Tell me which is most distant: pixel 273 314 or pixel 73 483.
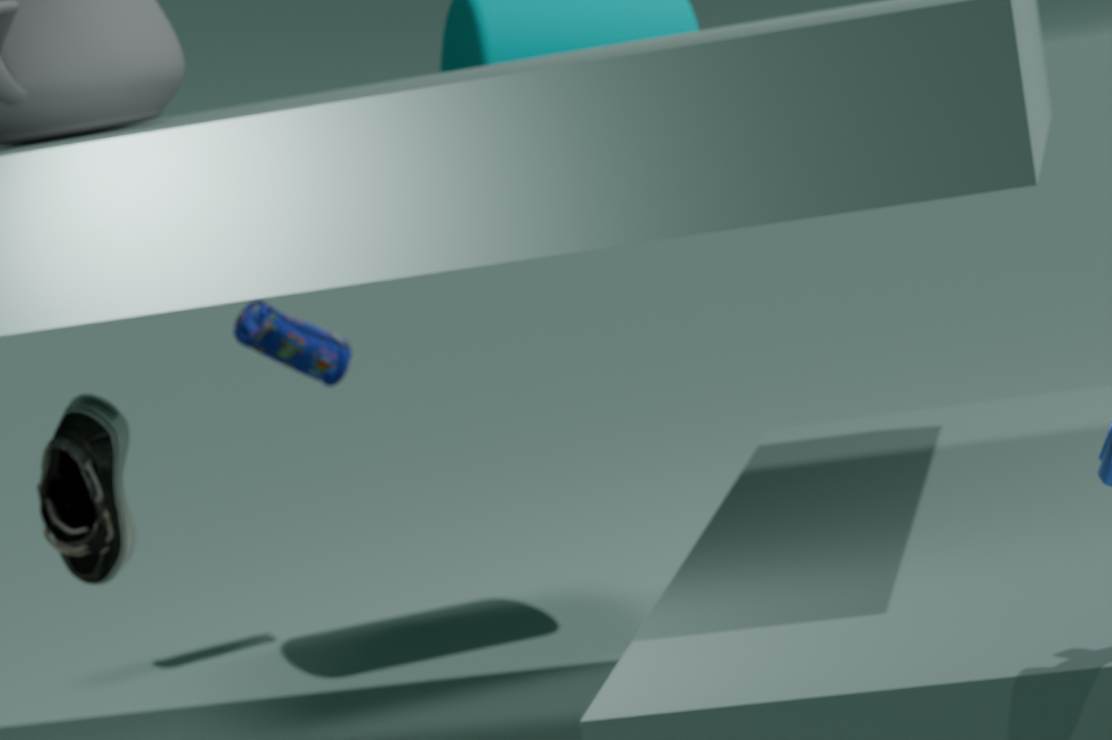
pixel 273 314
